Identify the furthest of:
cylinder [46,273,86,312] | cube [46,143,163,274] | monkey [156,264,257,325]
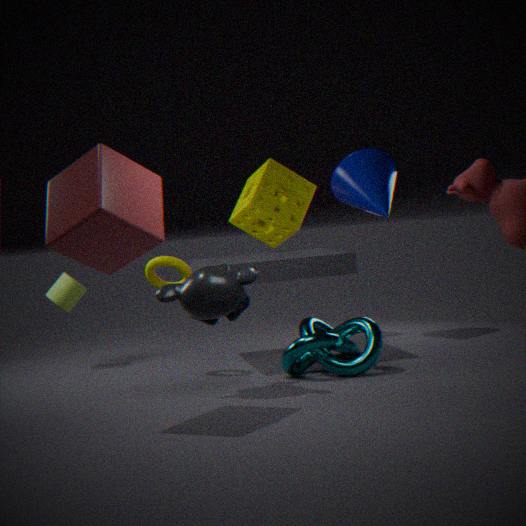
cylinder [46,273,86,312]
